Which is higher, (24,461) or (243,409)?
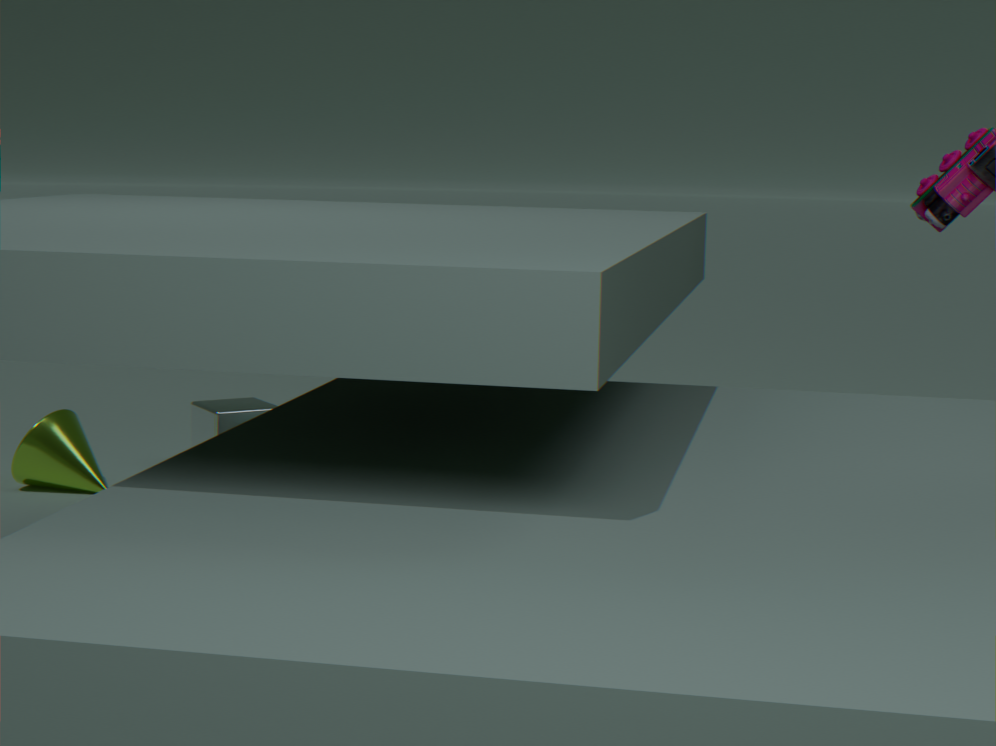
(243,409)
